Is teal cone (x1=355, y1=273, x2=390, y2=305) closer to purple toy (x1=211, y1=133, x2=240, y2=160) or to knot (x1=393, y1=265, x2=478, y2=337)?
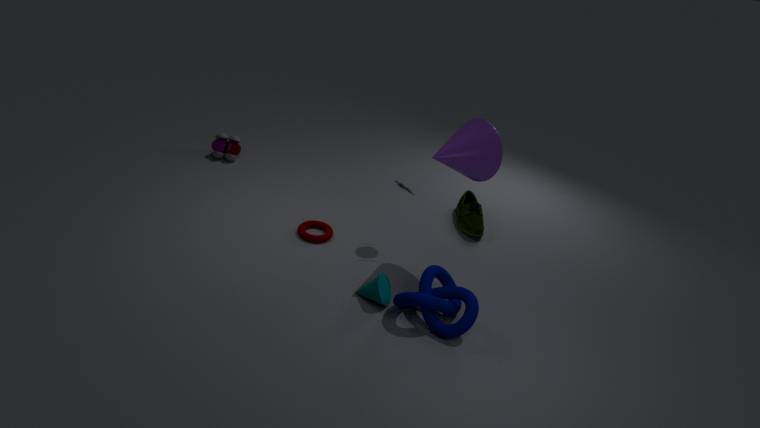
knot (x1=393, y1=265, x2=478, y2=337)
